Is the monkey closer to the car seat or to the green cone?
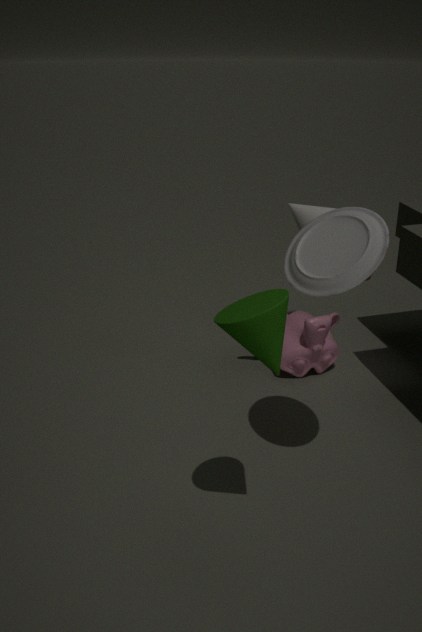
the car seat
